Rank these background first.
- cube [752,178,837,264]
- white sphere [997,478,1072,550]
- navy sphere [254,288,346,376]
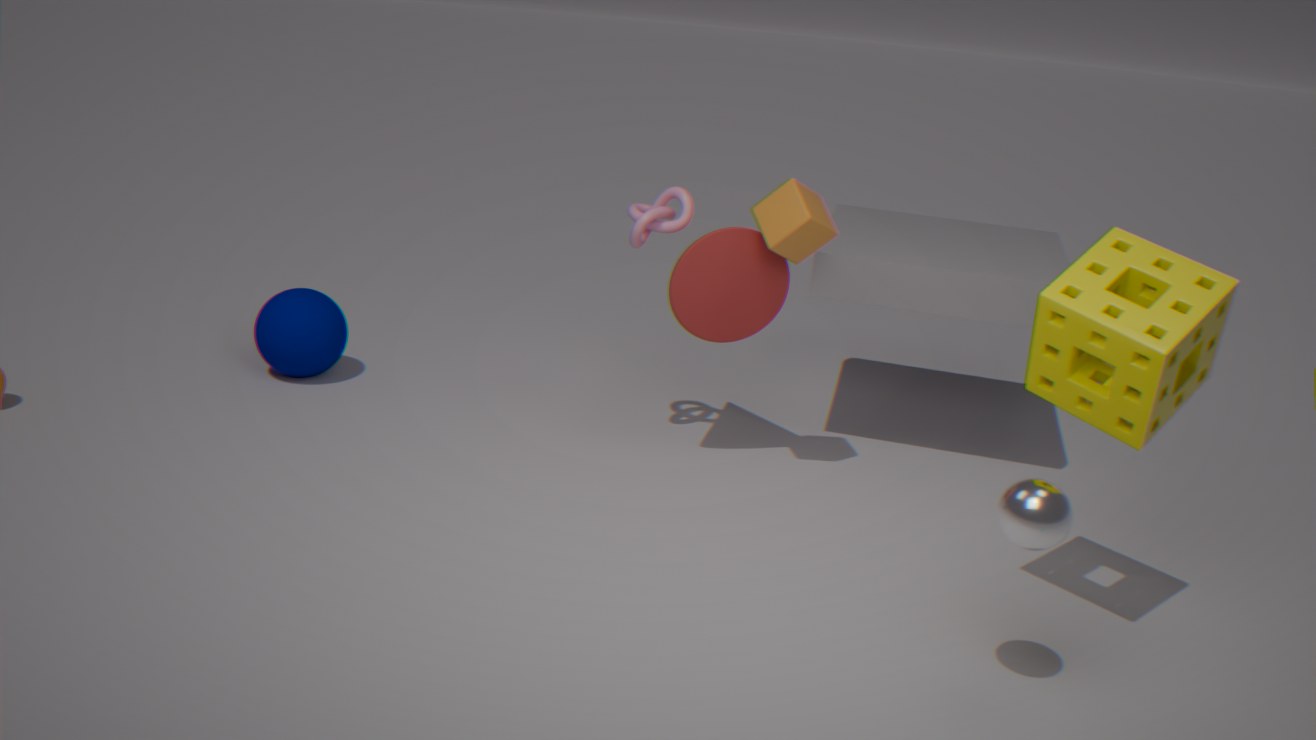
navy sphere [254,288,346,376] < cube [752,178,837,264] < white sphere [997,478,1072,550]
